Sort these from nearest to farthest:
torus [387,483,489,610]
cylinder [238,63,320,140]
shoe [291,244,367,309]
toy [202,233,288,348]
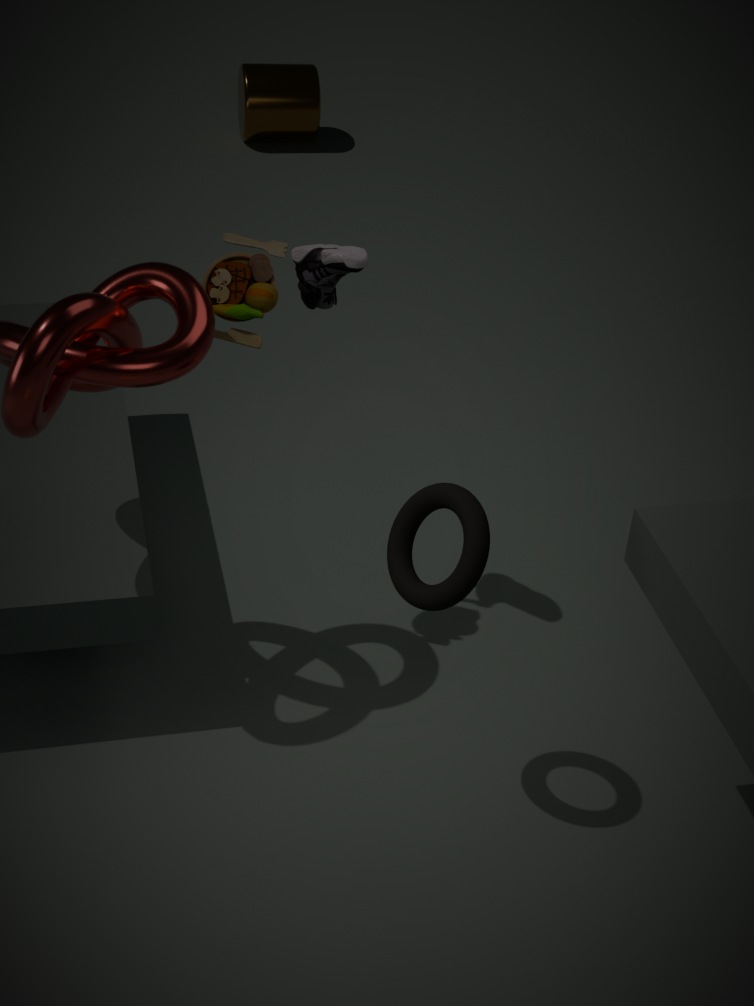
torus [387,483,489,610] → toy [202,233,288,348] → shoe [291,244,367,309] → cylinder [238,63,320,140]
